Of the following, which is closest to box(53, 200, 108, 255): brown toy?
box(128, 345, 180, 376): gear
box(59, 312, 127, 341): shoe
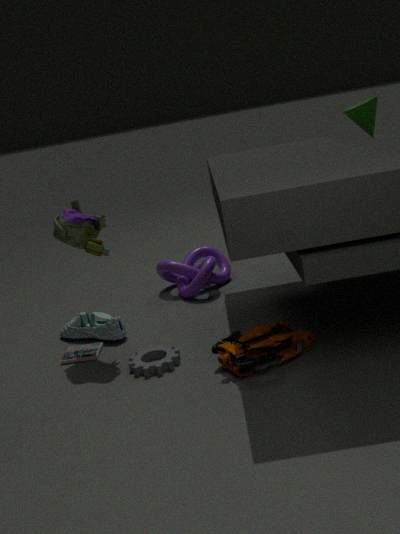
box(59, 312, 127, 341): shoe
